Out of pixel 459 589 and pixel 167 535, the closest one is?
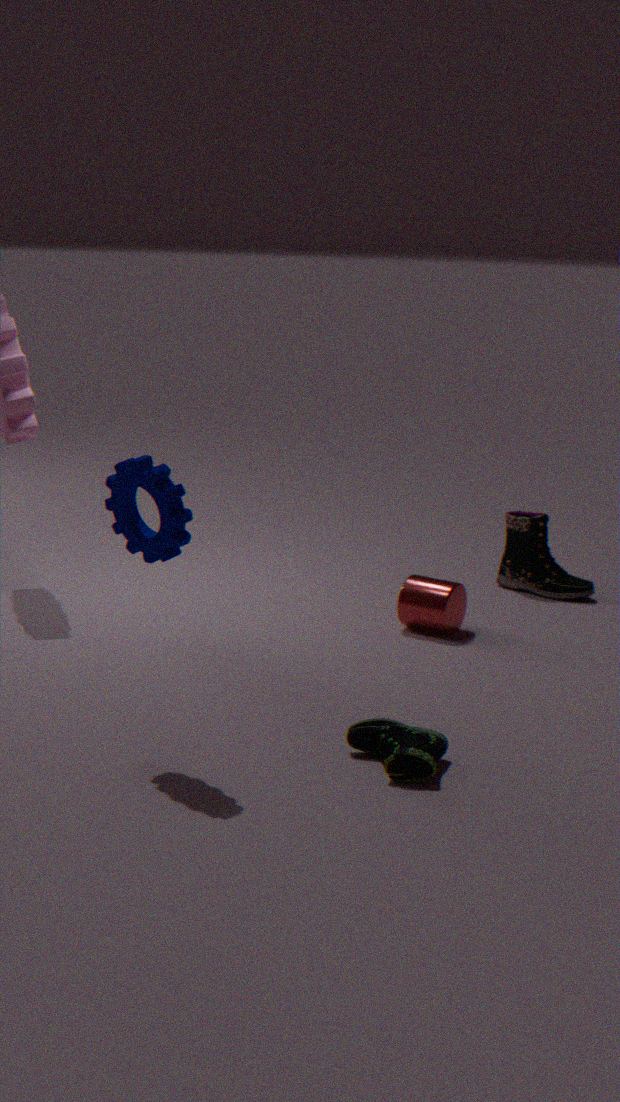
pixel 167 535
